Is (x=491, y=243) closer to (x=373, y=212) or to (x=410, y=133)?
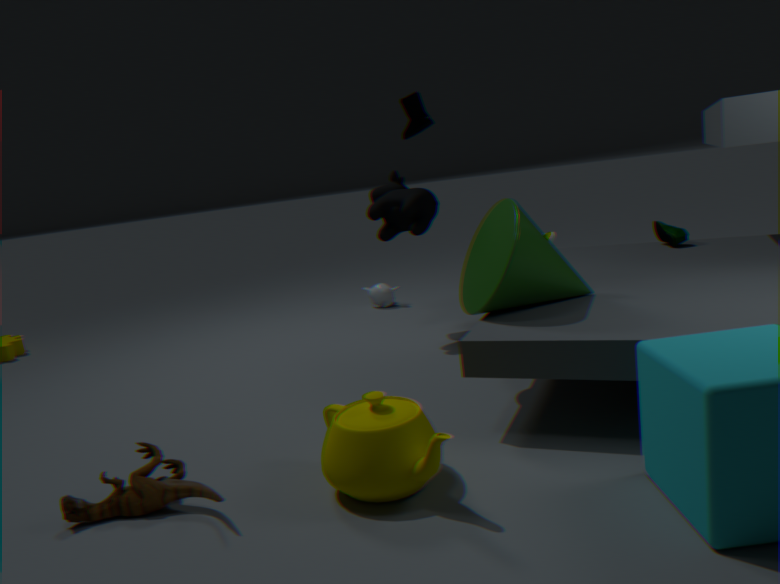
(x=410, y=133)
